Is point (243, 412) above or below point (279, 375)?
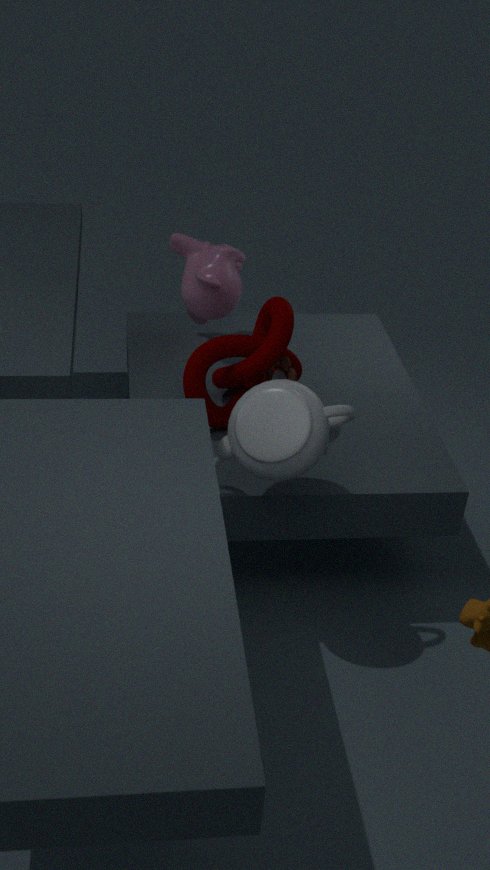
above
